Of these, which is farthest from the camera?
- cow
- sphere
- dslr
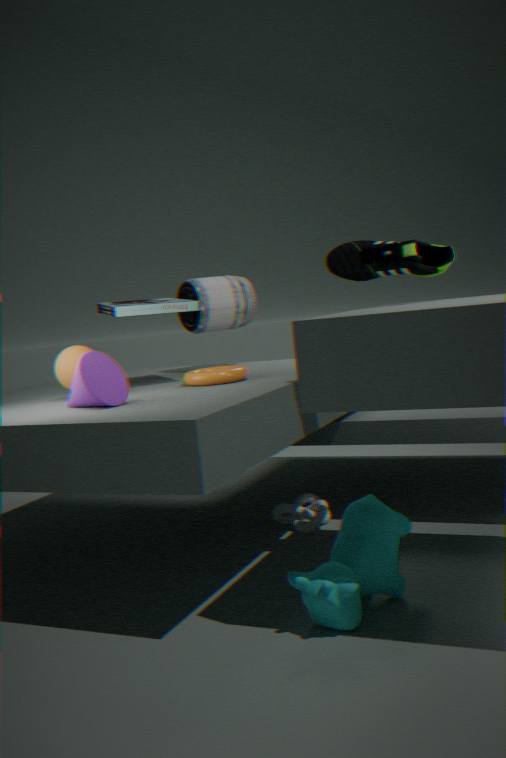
dslr
